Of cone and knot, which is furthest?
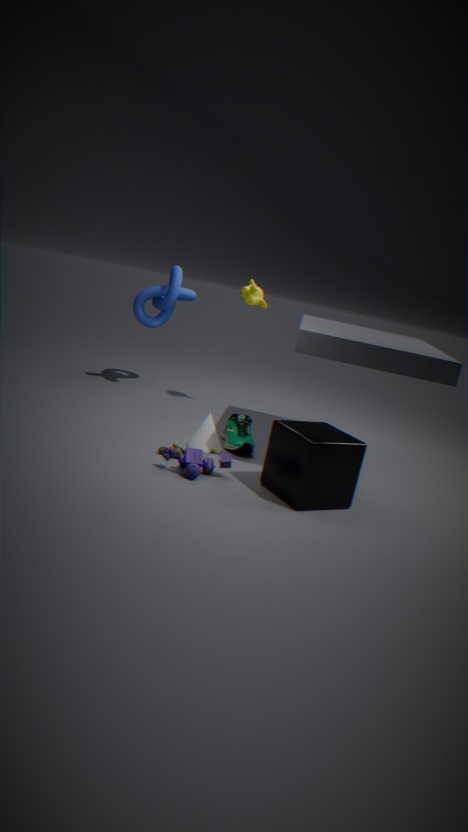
knot
